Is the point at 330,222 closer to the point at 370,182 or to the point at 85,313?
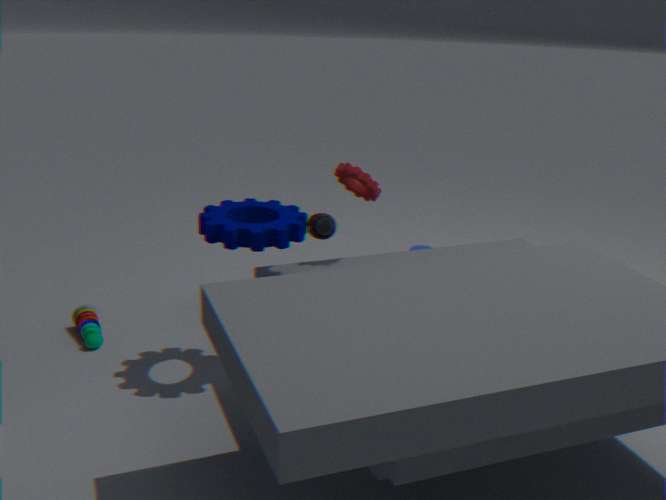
the point at 370,182
